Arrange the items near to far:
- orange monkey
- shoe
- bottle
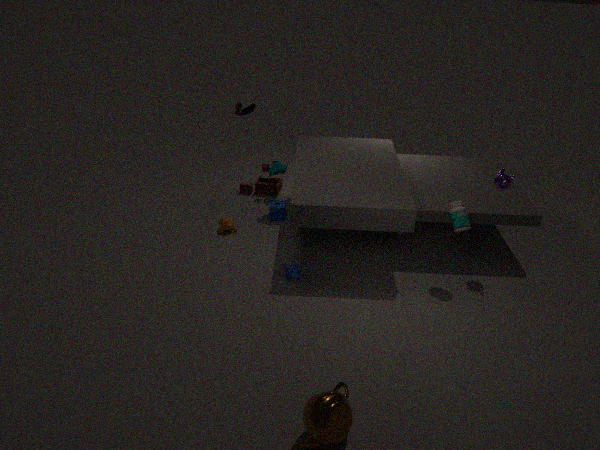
bottle, orange monkey, shoe
